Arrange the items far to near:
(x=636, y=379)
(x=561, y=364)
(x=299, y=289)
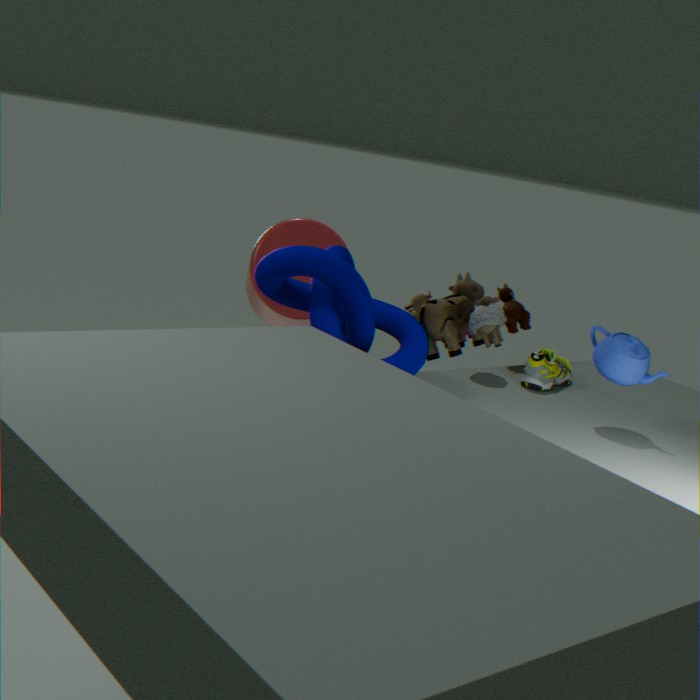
(x=561, y=364)
(x=299, y=289)
(x=636, y=379)
